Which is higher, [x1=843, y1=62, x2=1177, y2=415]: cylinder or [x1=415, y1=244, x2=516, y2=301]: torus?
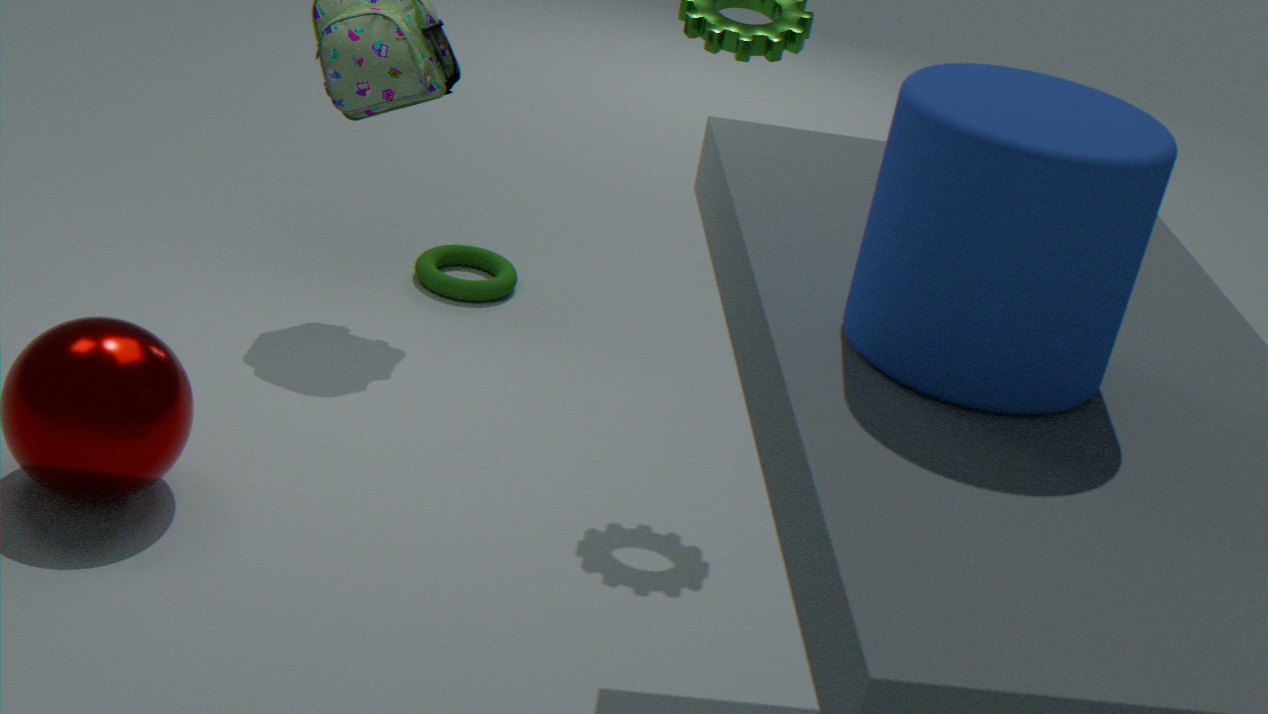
[x1=843, y1=62, x2=1177, y2=415]: cylinder
